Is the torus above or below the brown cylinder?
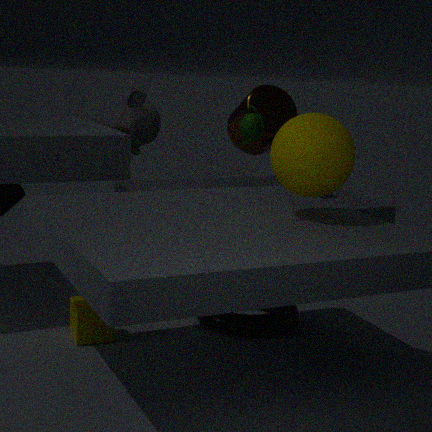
below
